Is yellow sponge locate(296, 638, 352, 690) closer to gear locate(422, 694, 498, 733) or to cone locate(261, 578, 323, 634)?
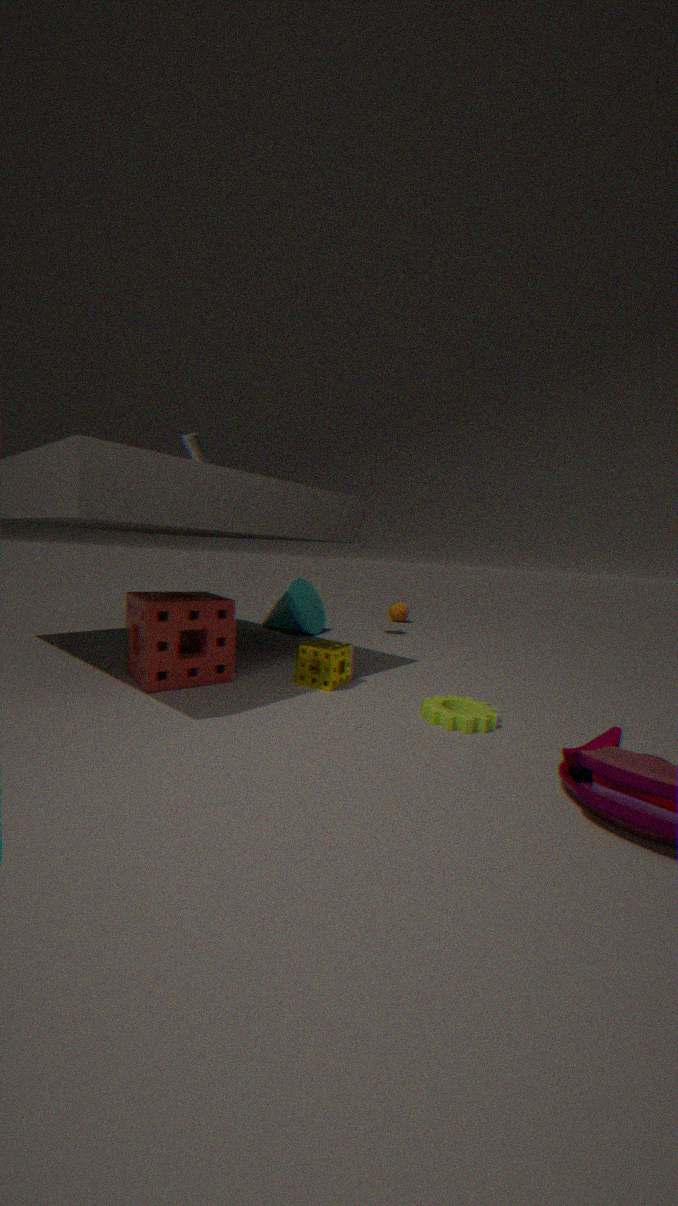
gear locate(422, 694, 498, 733)
